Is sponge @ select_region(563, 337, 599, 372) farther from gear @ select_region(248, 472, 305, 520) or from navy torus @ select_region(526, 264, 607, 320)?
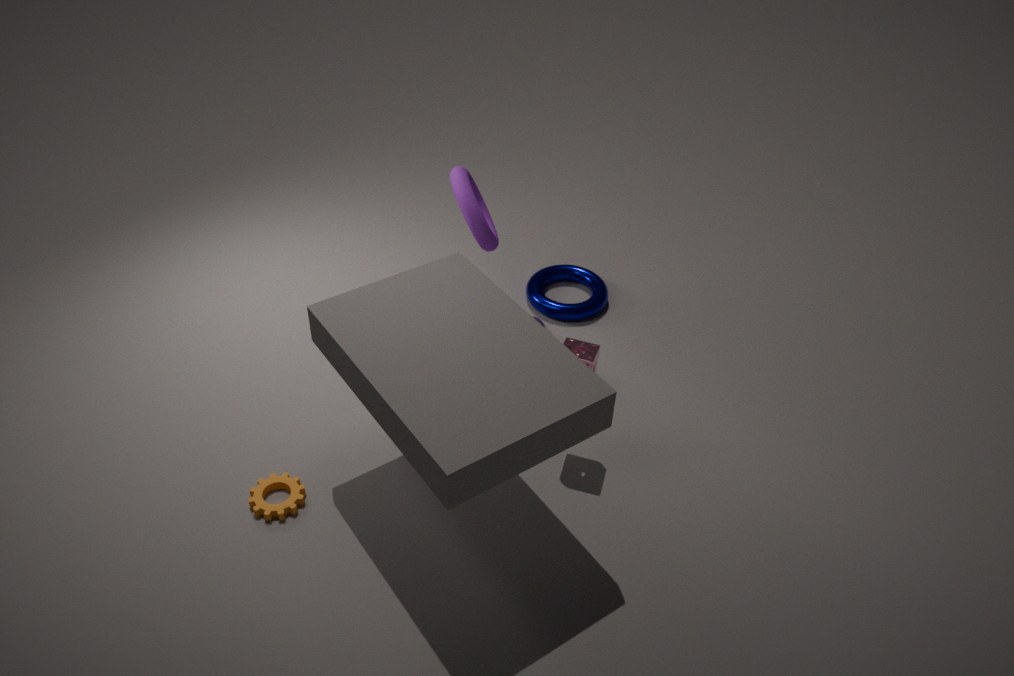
gear @ select_region(248, 472, 305, 520)
